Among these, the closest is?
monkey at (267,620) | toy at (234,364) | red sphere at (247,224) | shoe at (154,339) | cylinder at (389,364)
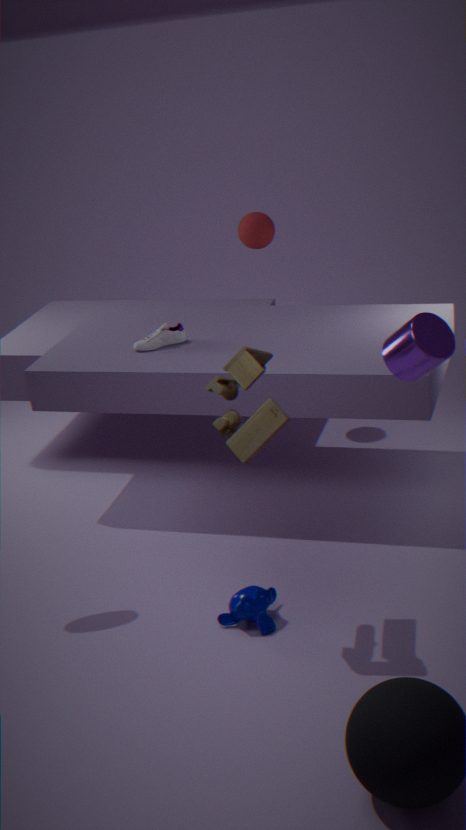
cylinder at (389,364)
